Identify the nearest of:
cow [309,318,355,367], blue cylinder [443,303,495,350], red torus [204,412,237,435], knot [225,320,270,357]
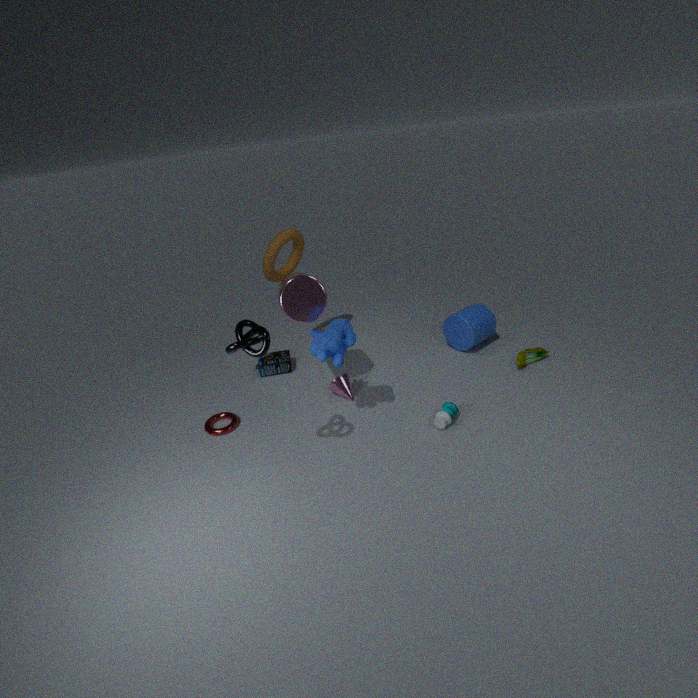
knot [225,320,270,357]
